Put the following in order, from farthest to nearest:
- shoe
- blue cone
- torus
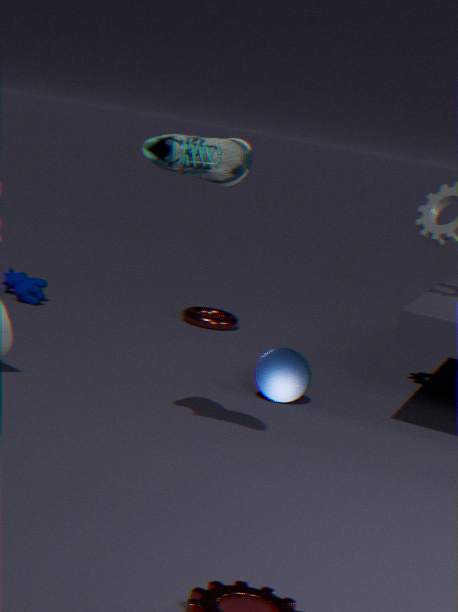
torus, blue cone, shoe
